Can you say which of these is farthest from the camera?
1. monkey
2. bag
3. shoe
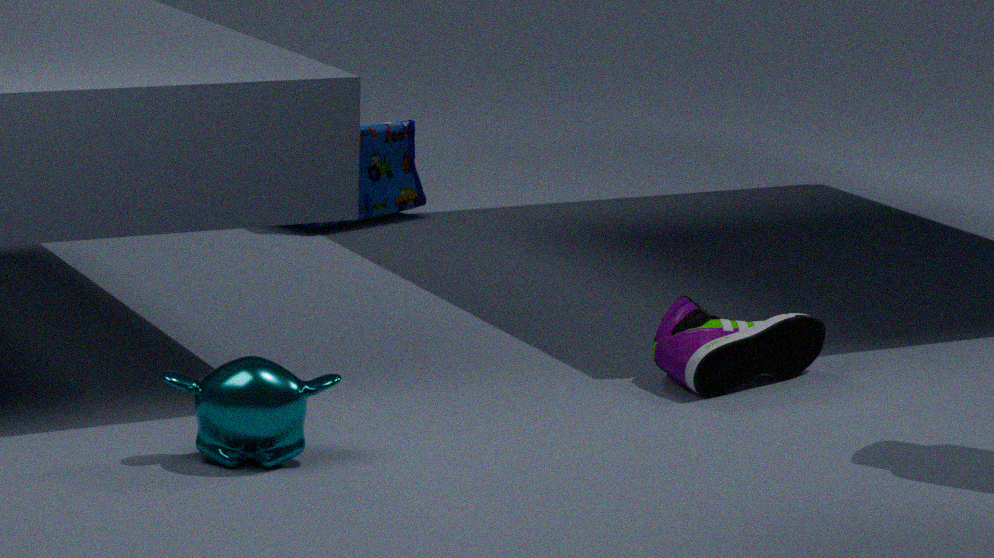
bag
